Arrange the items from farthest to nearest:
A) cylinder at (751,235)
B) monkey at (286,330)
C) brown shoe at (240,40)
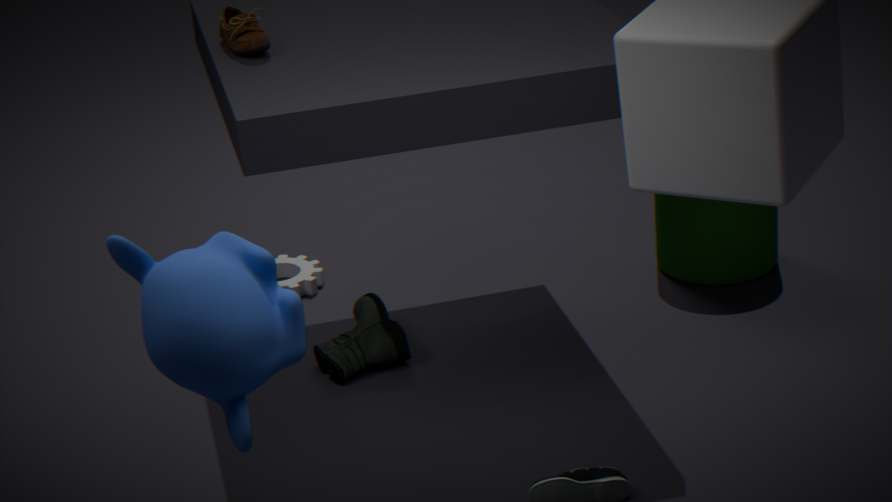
1. cylinder at (751,235)
2. brown shoe at (240,40)
3. monkey at (286,330)
